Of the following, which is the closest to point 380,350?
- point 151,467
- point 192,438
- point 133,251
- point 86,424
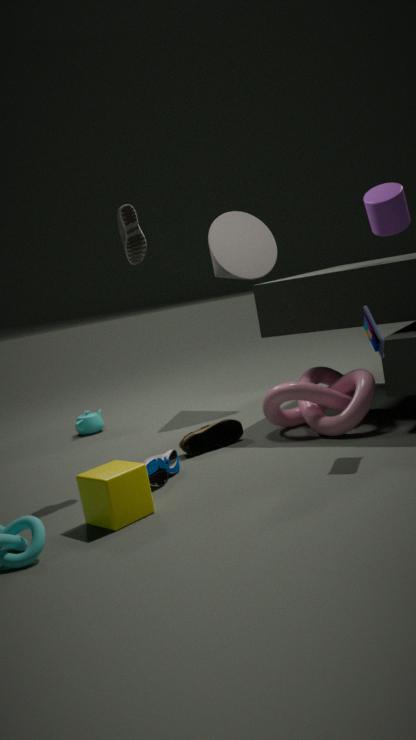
point 192,438
